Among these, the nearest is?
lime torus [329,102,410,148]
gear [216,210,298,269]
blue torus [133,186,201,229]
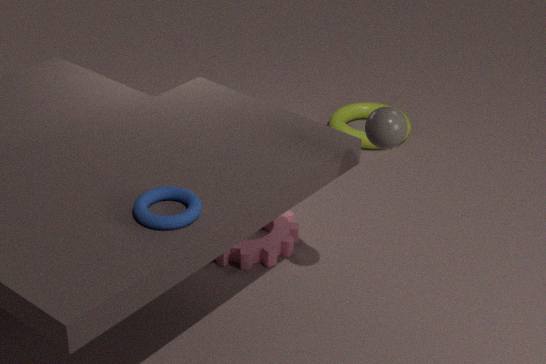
blue torus [133,186,201,229]
